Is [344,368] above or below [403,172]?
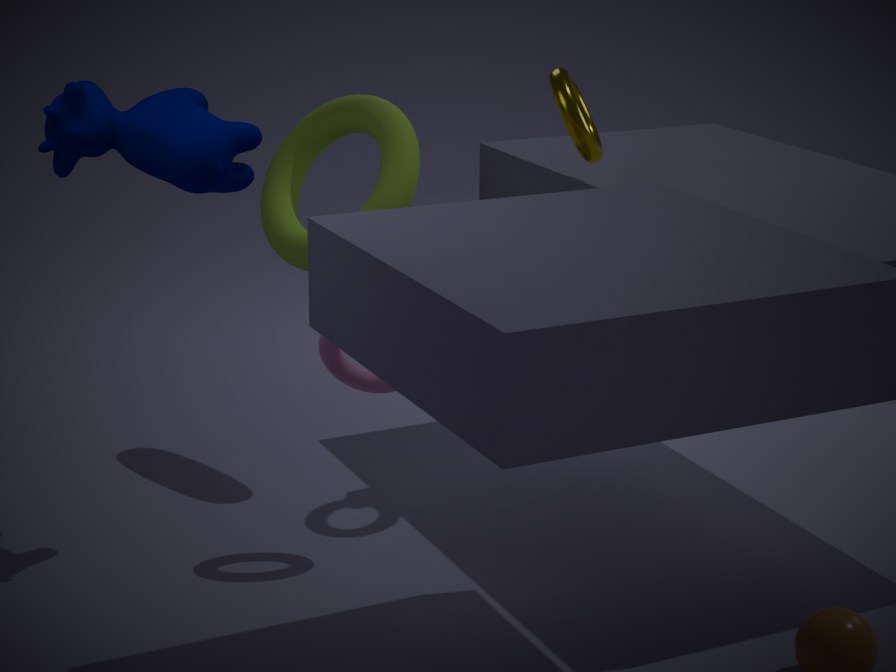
below
